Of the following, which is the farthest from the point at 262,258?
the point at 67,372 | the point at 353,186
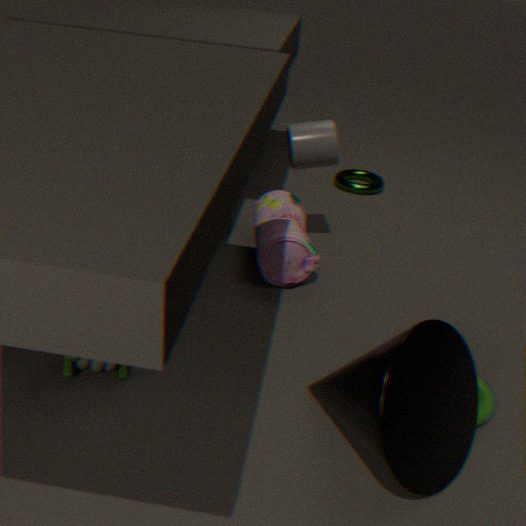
the point at 353,186
